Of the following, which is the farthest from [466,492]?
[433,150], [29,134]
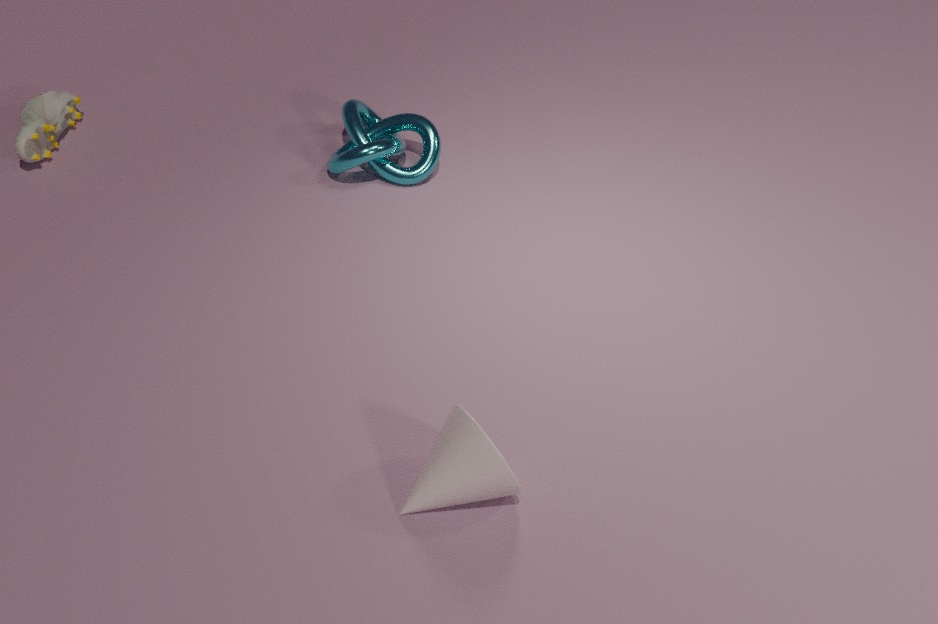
[29,134]
